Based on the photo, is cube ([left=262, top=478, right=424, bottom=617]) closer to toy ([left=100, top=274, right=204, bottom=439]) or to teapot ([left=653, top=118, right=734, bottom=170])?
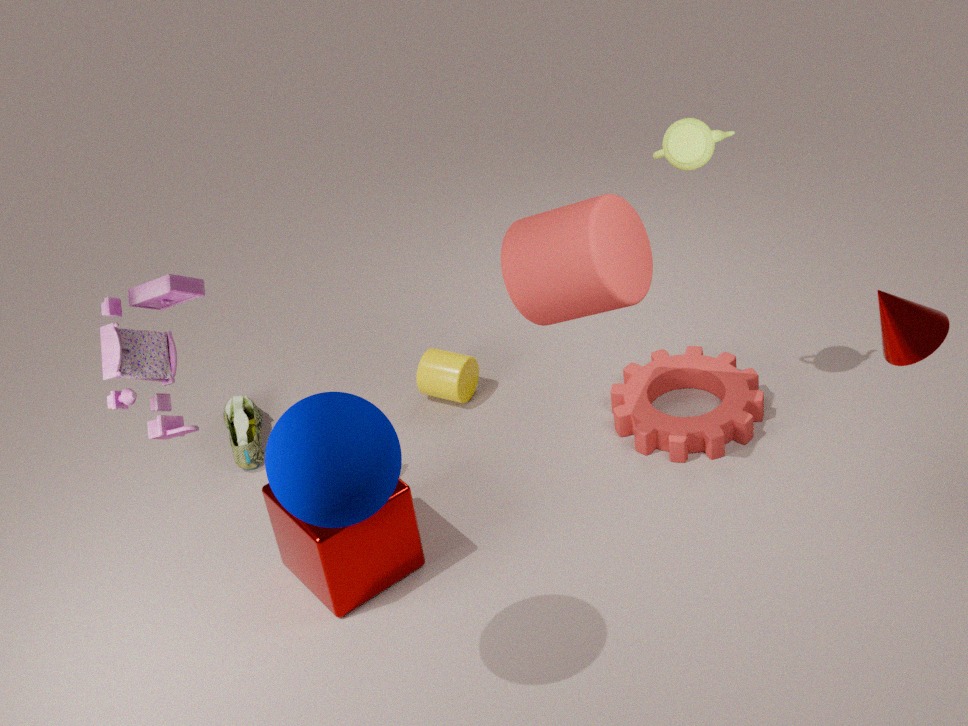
toy ([left=100, top=274, right=204, bottom=439])
